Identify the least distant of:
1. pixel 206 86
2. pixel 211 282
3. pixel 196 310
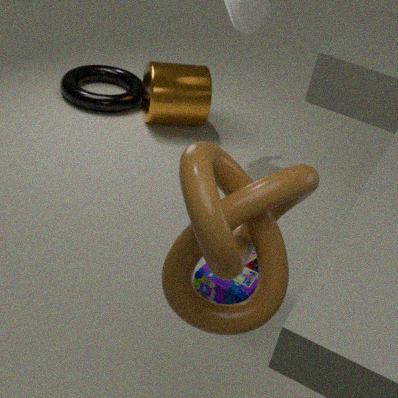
pixel 196 310
